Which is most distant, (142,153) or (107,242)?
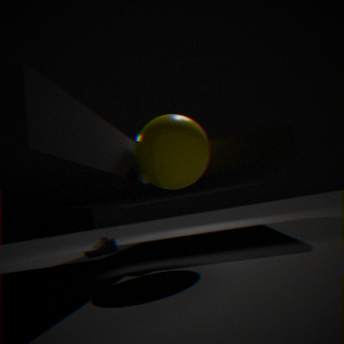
(107,242)
